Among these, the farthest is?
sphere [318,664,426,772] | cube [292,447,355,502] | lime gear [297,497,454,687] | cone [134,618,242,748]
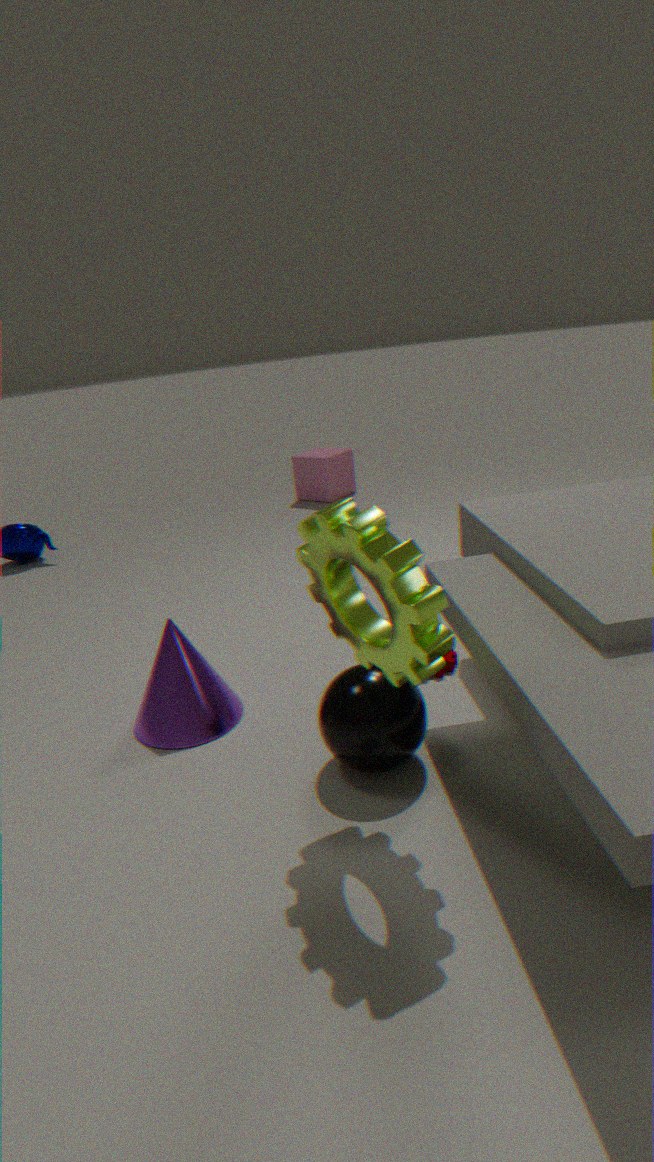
cube [292,447,355,502]
